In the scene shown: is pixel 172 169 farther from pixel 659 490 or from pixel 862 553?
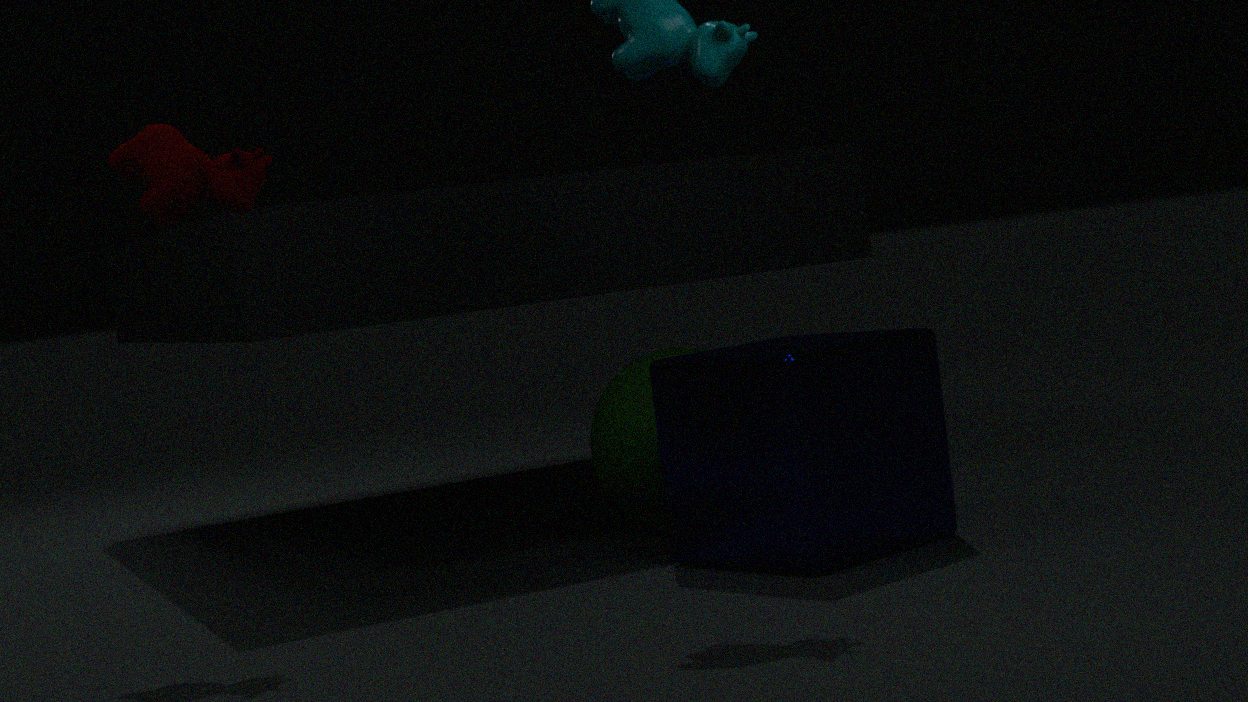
pixel 862 553
